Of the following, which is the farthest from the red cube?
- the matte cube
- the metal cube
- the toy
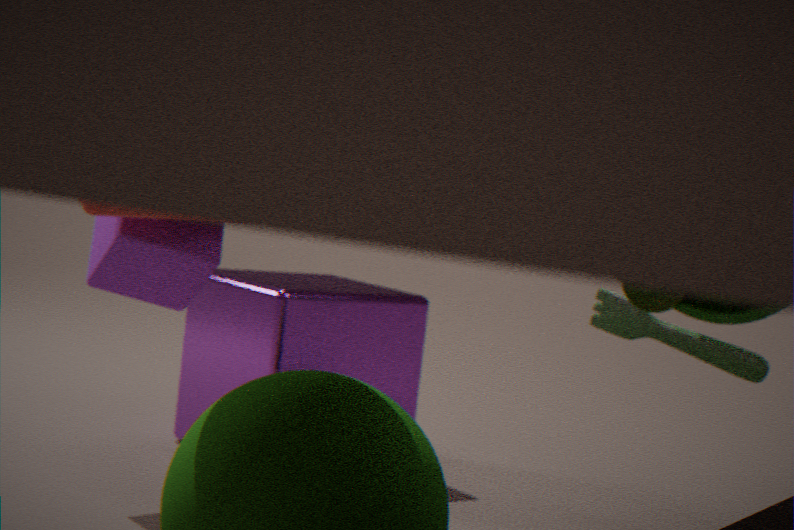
the toy
